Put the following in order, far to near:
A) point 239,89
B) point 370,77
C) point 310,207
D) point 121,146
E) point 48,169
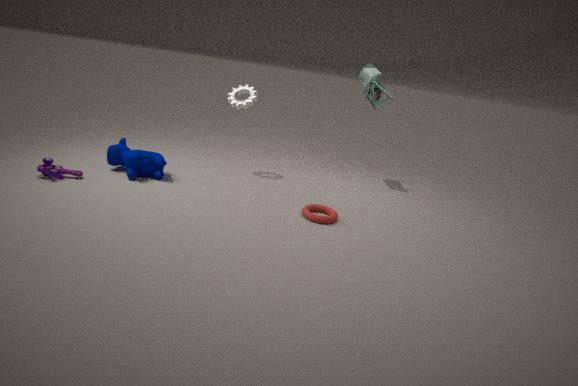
point 370,77 < point 239,89 < point 121,146 < point 310,207 < point 48,169
